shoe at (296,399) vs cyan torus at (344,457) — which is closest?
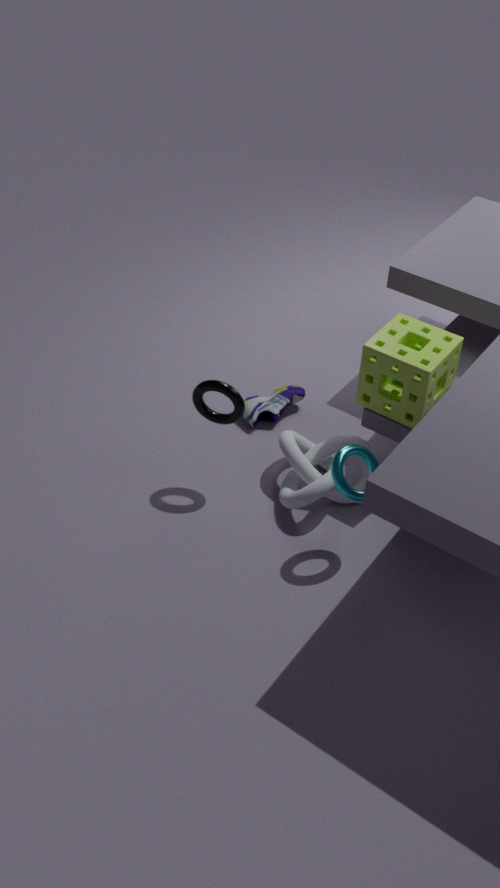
cyan torus at (344,457)
